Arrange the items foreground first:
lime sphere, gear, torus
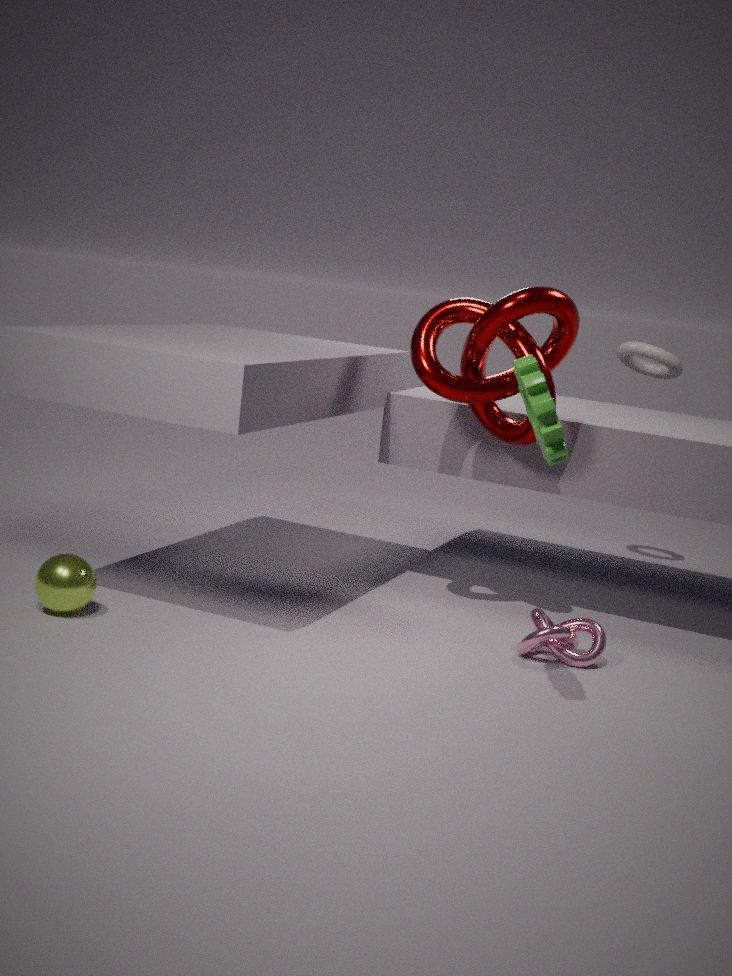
gear
lime sphere
torus
